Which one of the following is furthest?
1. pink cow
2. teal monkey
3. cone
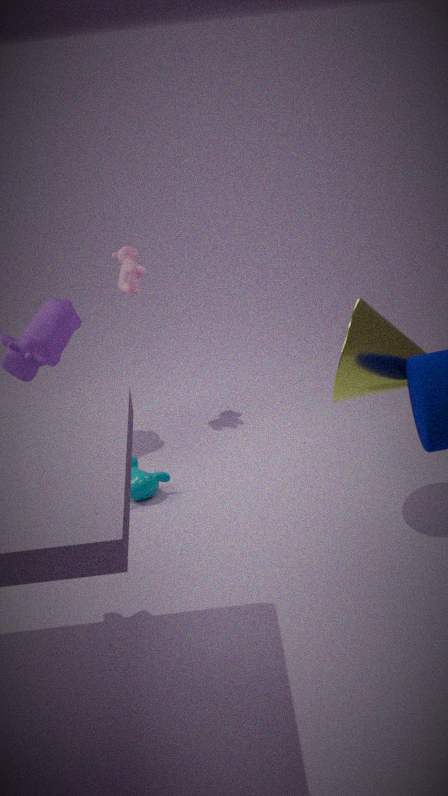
pink cow
